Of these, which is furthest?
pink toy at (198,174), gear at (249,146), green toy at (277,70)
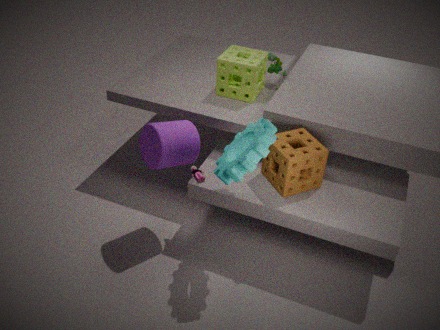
green toy at (277,70)
